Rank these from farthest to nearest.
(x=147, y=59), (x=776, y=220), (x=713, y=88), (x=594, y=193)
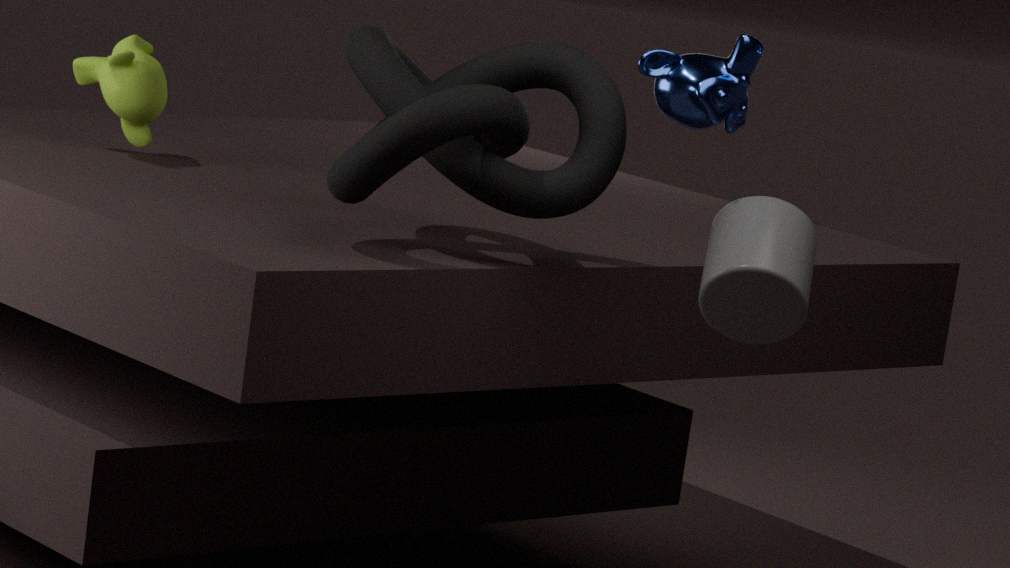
(x=147, y=59), (x=594, y=193), (x=713, y=88), (x=776, y=220)
